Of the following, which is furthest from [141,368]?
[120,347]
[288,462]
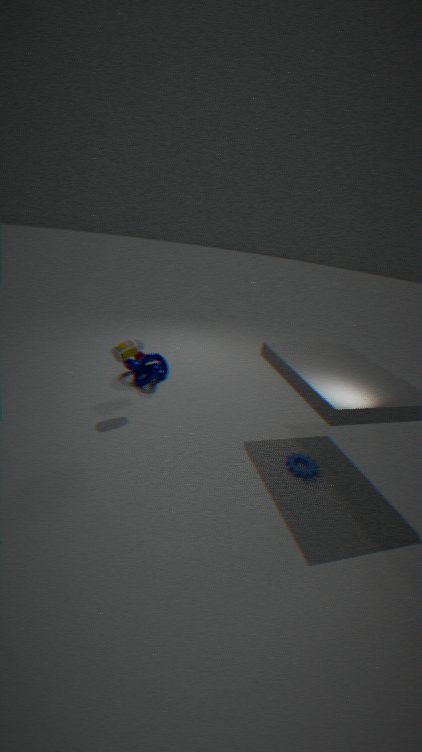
[288,462]
